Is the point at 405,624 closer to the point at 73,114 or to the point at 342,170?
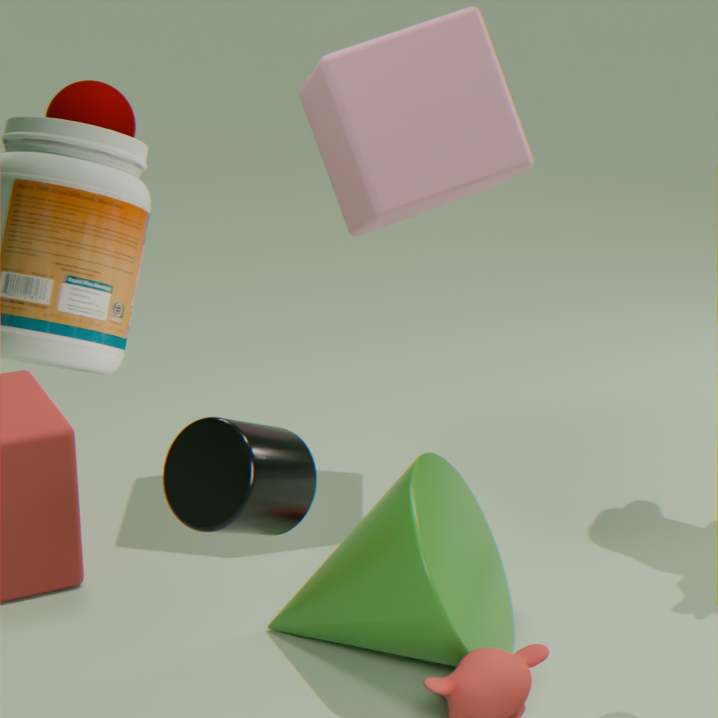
the point at 342,170
